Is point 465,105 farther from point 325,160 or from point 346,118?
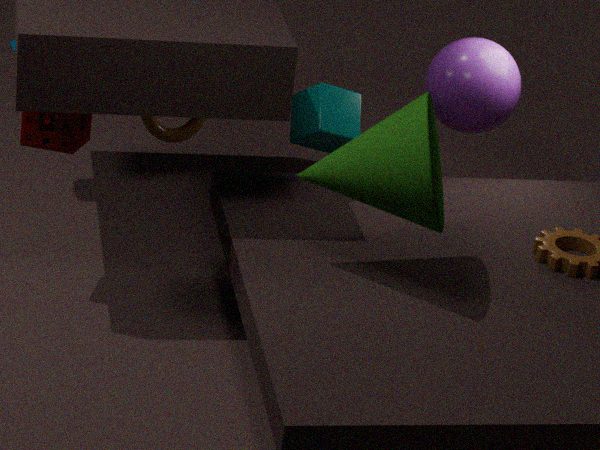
point 325,160
